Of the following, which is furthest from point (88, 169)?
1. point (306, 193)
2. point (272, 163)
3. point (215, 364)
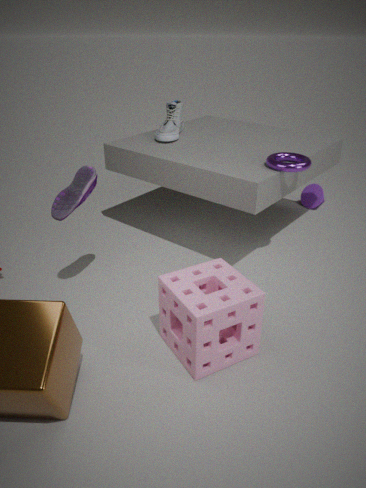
point (306, 193)
